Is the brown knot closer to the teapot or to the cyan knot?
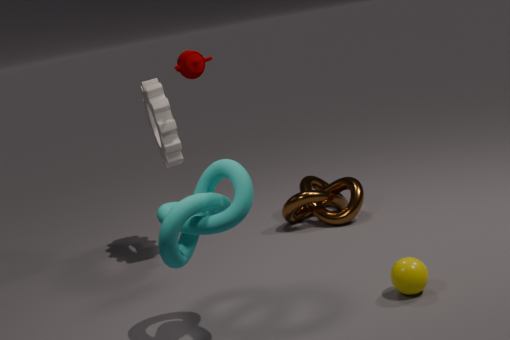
the teapot
